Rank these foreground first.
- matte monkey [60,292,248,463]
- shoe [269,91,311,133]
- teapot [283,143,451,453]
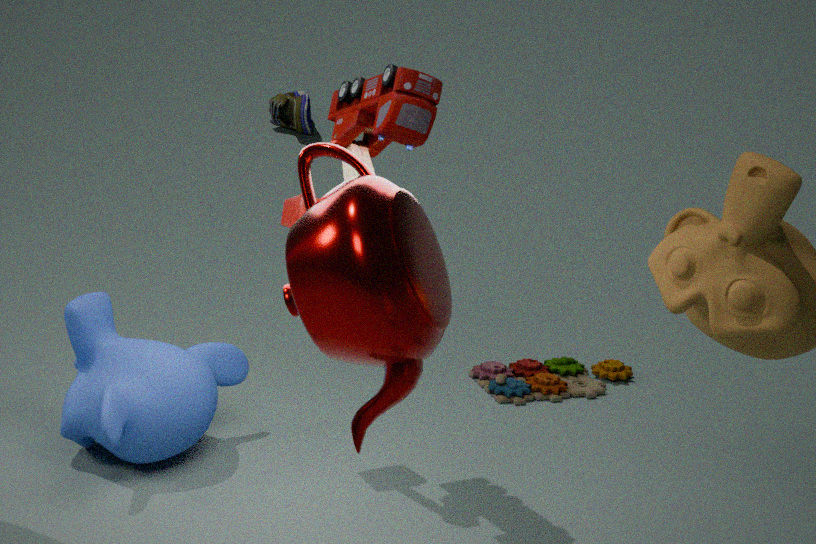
teapot [283,143,451,453] < matte monkey [60,292,248,463] < shoe [269,91,311,133]
